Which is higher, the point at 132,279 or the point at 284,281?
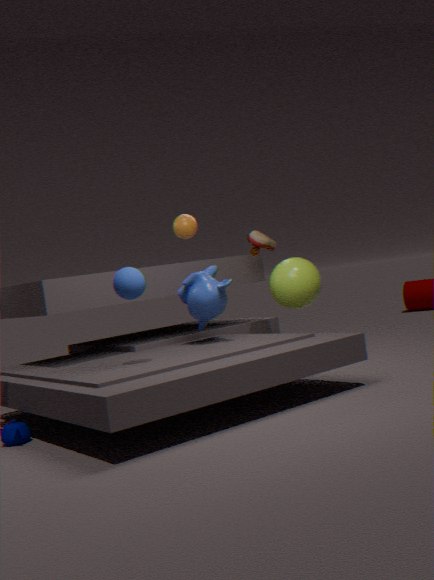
the point at 132,279
